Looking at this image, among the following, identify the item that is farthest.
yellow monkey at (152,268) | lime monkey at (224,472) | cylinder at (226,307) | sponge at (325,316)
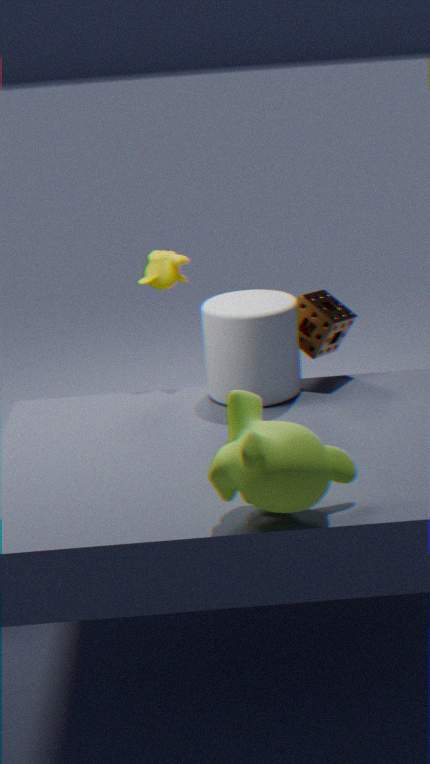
yellow monkey at (152,268)
